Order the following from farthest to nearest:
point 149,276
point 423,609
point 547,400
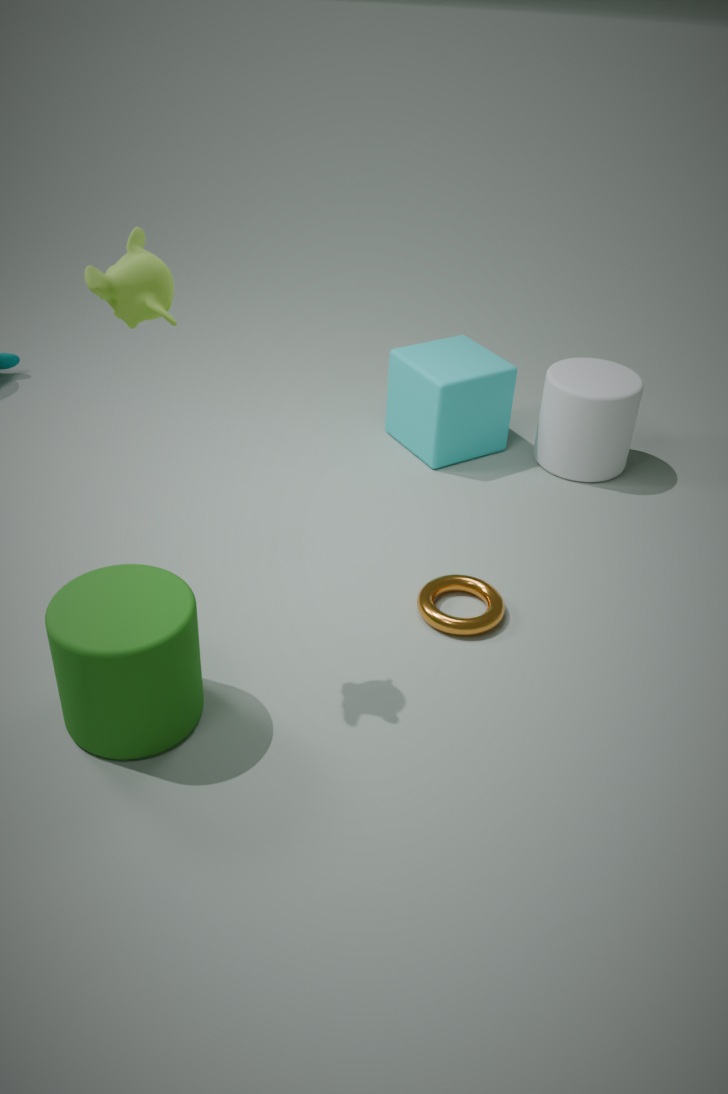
point 547,400
point 423,609
point 149,276
